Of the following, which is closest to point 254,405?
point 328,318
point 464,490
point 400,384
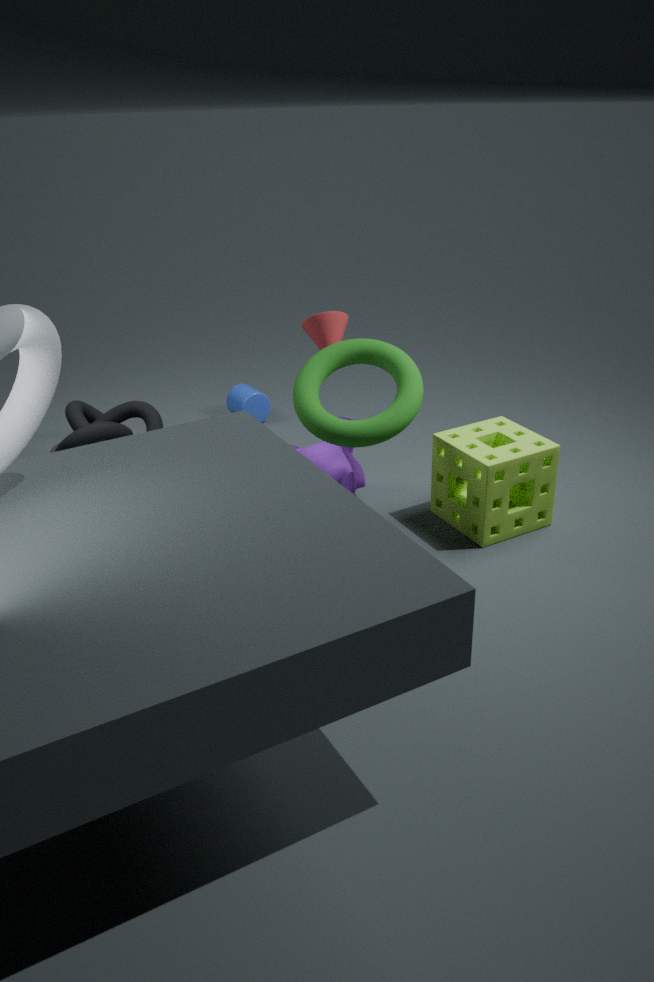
point 328,318
